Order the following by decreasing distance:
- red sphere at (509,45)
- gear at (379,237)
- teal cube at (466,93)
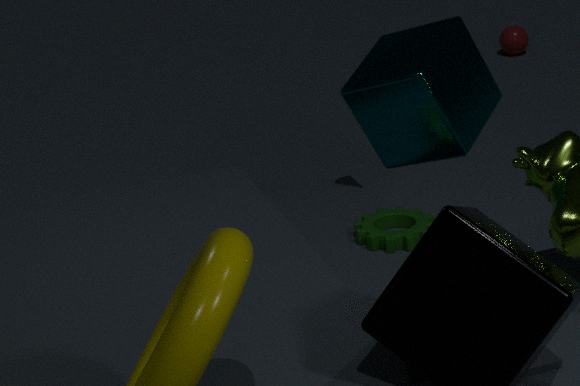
red sphere at (509,45) → teal cube at (466,93) → gear at (379,237)
